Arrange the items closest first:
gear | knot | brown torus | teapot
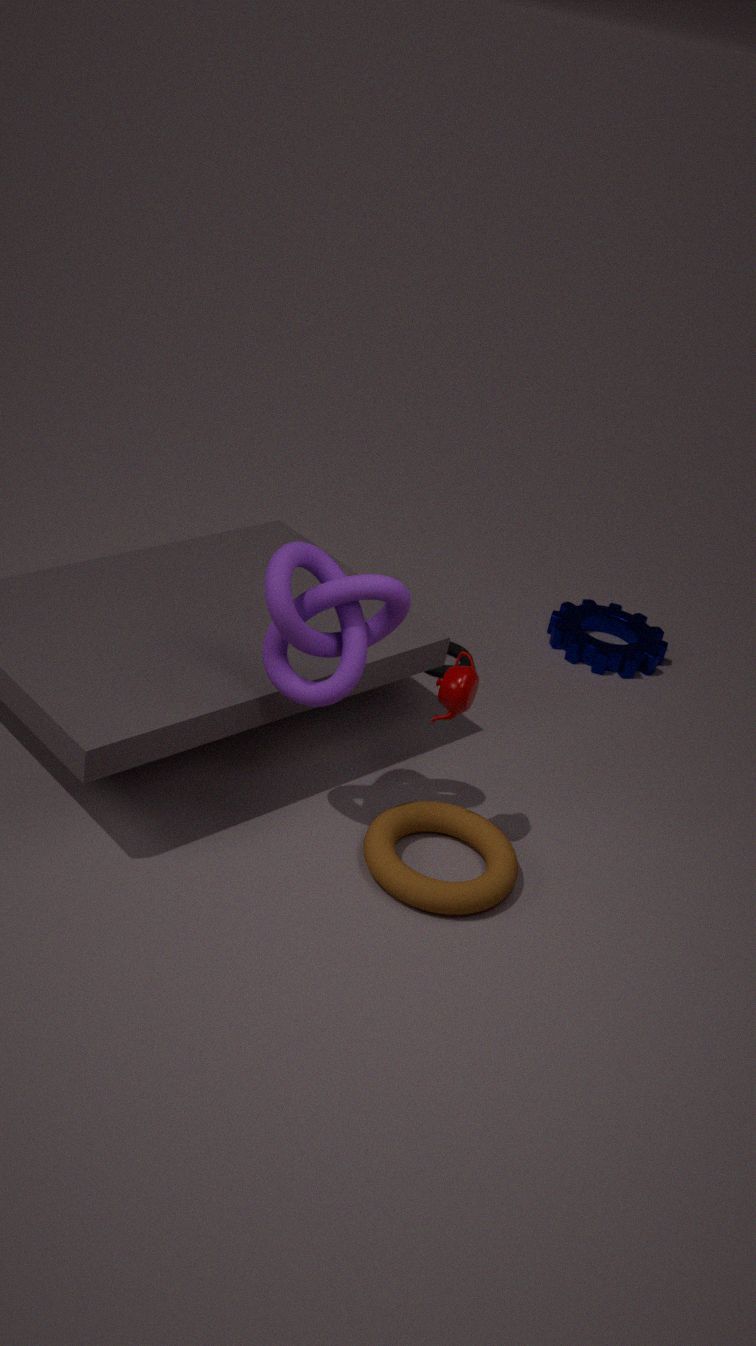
knot
brown torus
teapot
gear
